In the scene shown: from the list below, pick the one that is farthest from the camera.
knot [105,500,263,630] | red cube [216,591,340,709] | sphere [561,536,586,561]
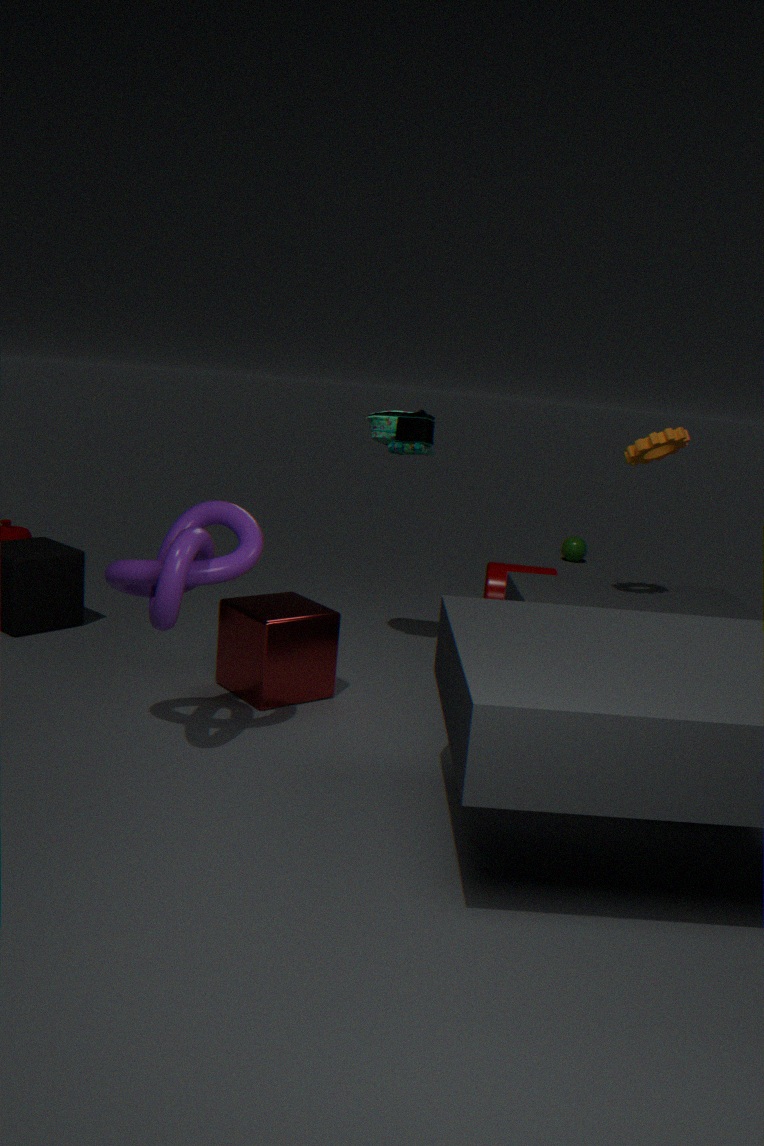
sphere [561,536,586,561]
